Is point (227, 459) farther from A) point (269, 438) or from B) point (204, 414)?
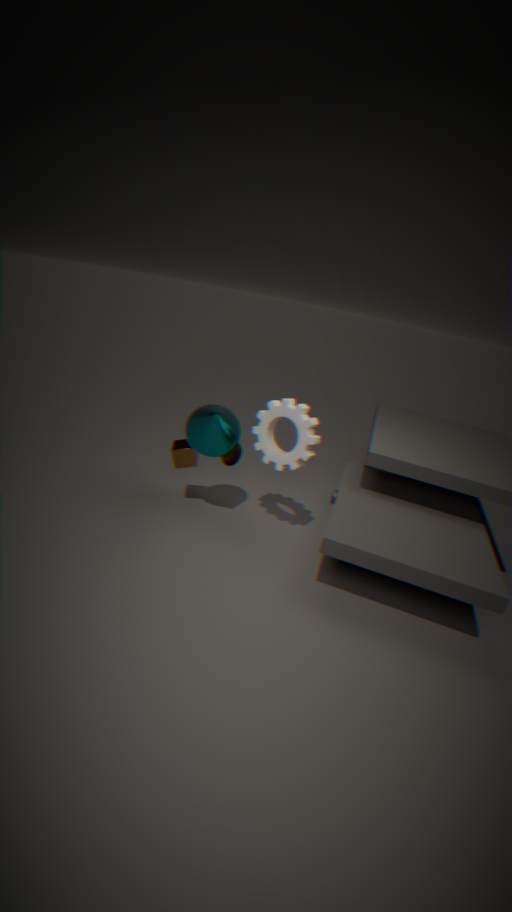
A) point (269, 438)
